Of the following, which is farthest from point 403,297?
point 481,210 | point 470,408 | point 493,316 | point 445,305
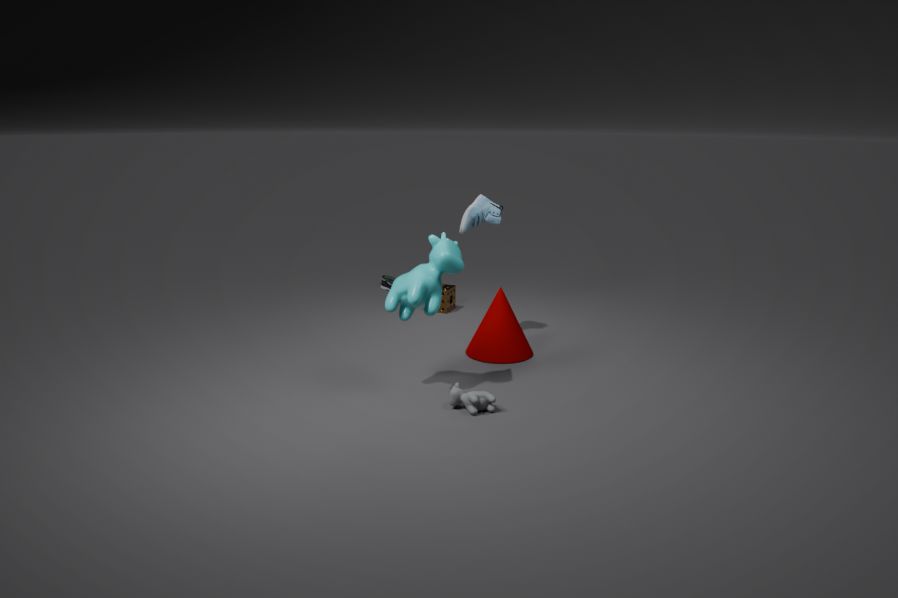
point 445,305
